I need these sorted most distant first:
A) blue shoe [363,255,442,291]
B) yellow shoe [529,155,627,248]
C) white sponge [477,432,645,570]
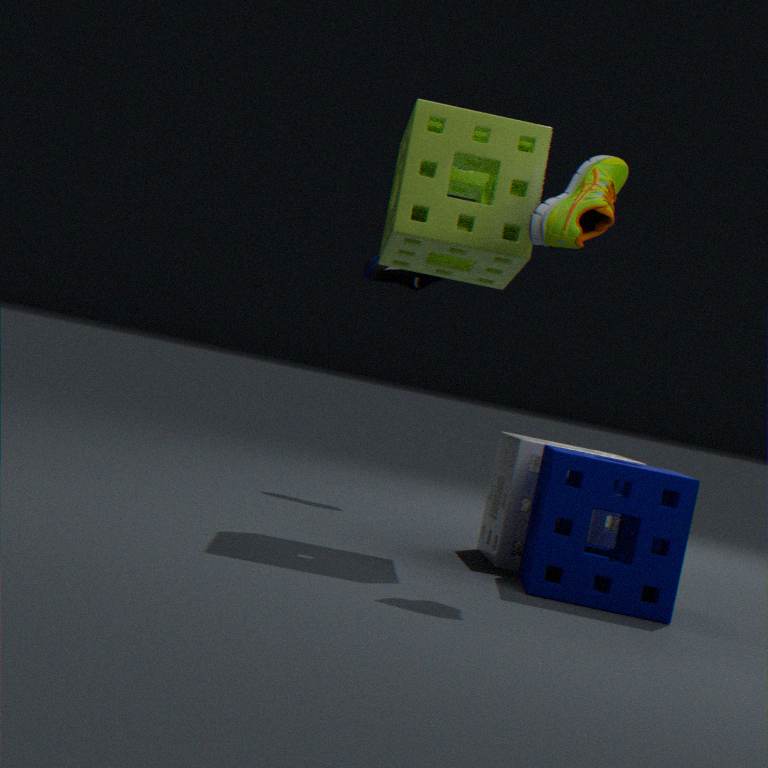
blue shoe [363,255,442,291]
white sponge [477,432,645,570]
yellow shoe [529,155,627,248]
